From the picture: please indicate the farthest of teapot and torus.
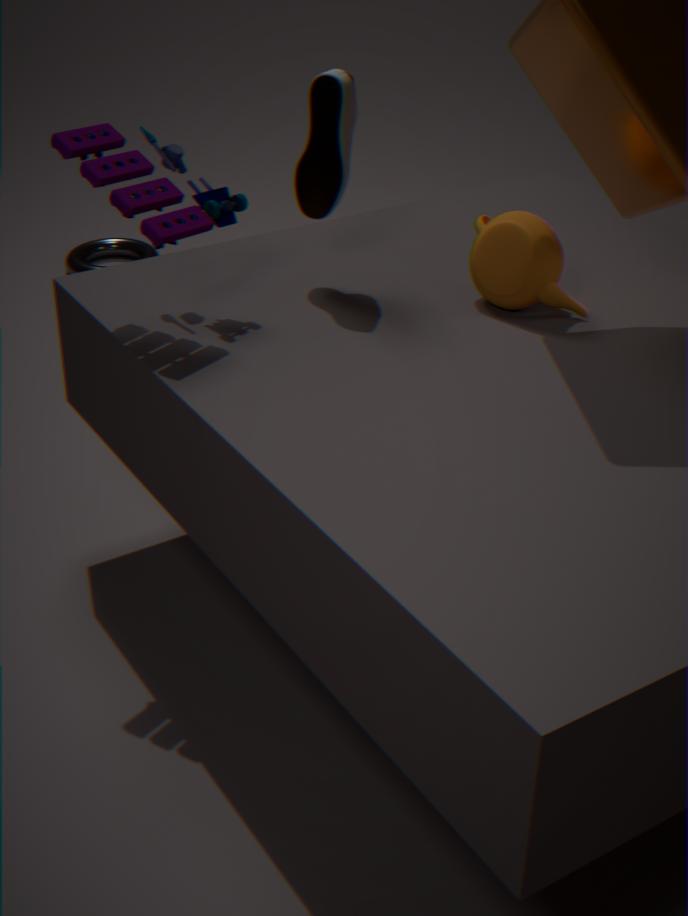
torus
